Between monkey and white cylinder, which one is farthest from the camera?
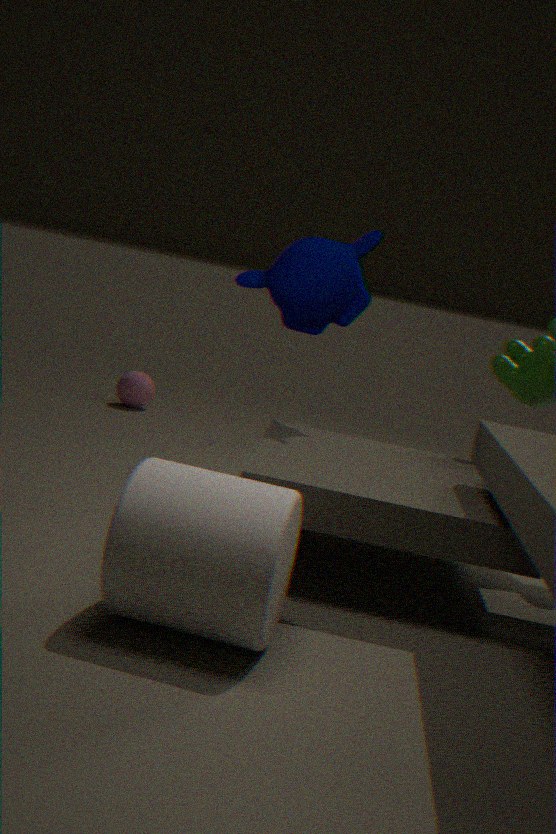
monkey
